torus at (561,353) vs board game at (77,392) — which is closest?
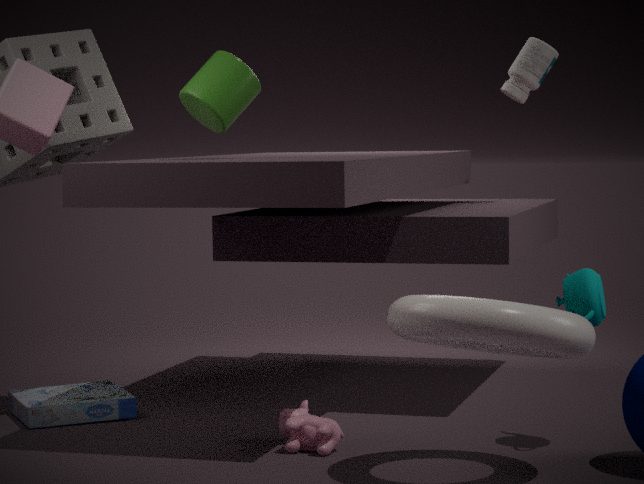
torus at (561,353)
